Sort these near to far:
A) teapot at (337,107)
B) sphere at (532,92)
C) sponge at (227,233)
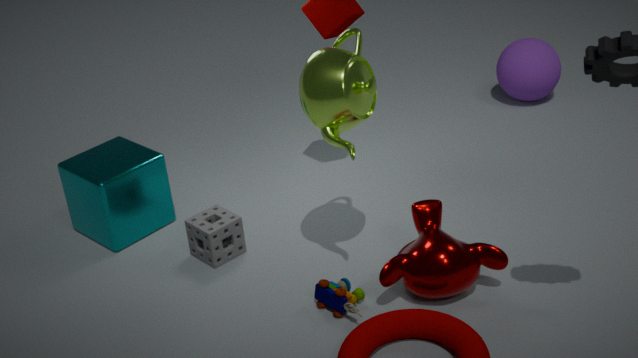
1. teapot at (337,107)
2. sponge at (227,233)
3. sphere at (532,92)
